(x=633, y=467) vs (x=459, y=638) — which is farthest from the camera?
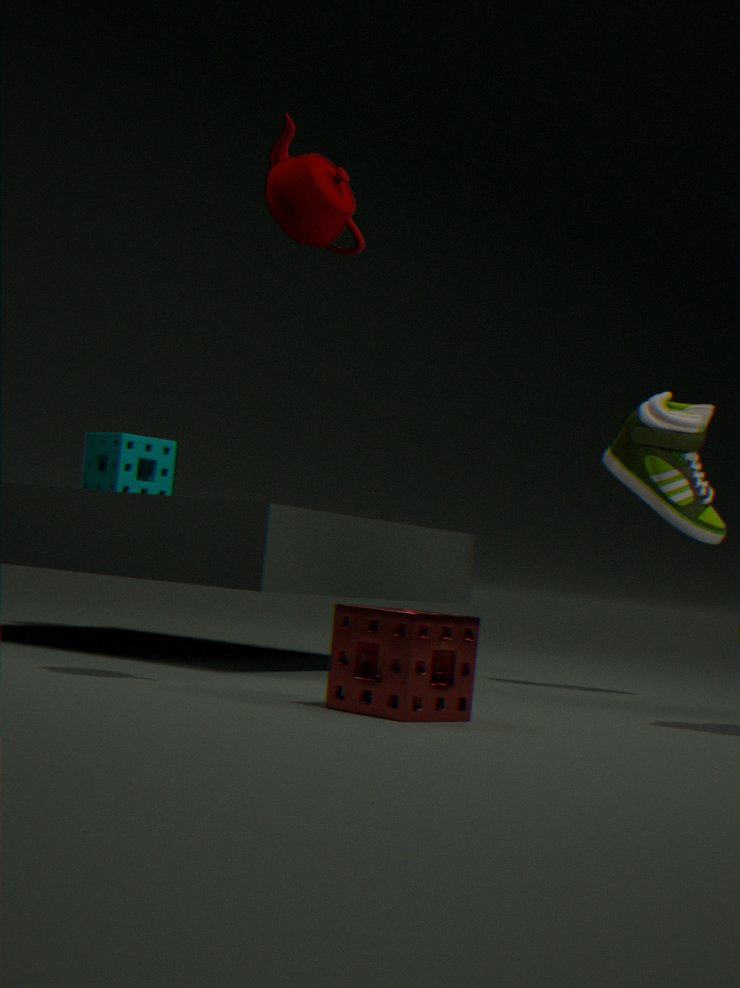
(x=633, y=467)
